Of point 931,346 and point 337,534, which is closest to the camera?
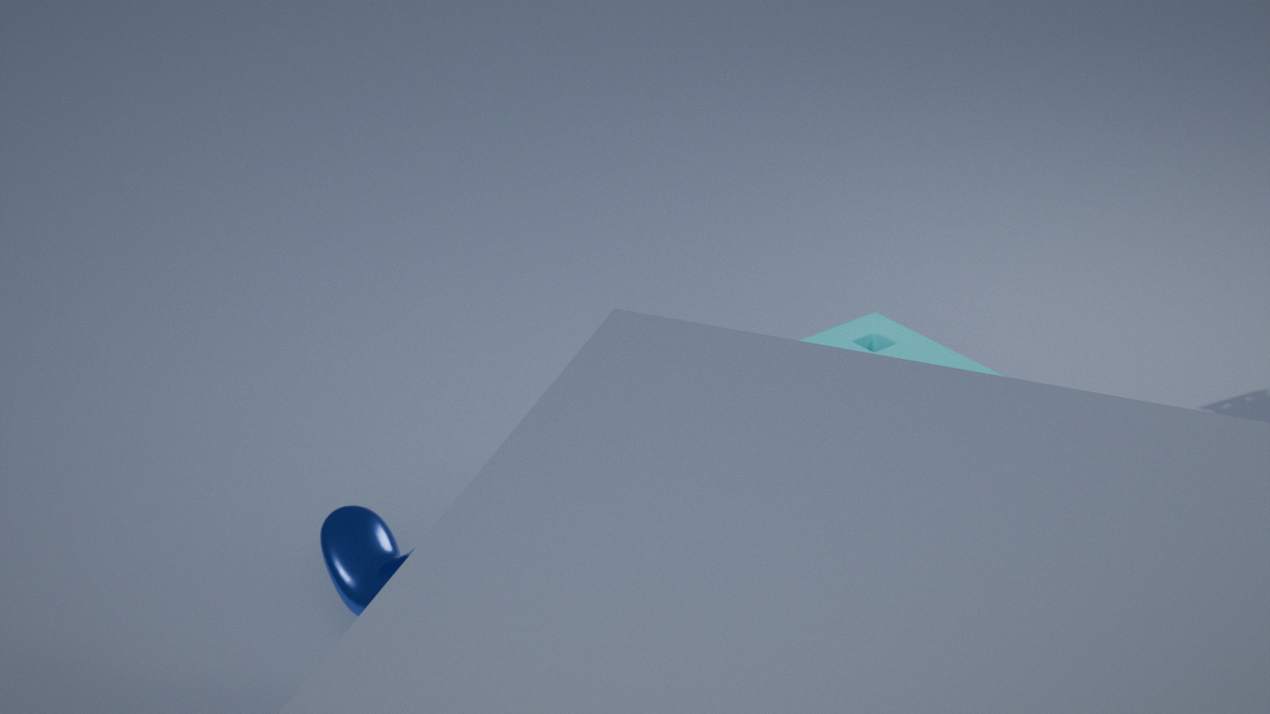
point 337,534
